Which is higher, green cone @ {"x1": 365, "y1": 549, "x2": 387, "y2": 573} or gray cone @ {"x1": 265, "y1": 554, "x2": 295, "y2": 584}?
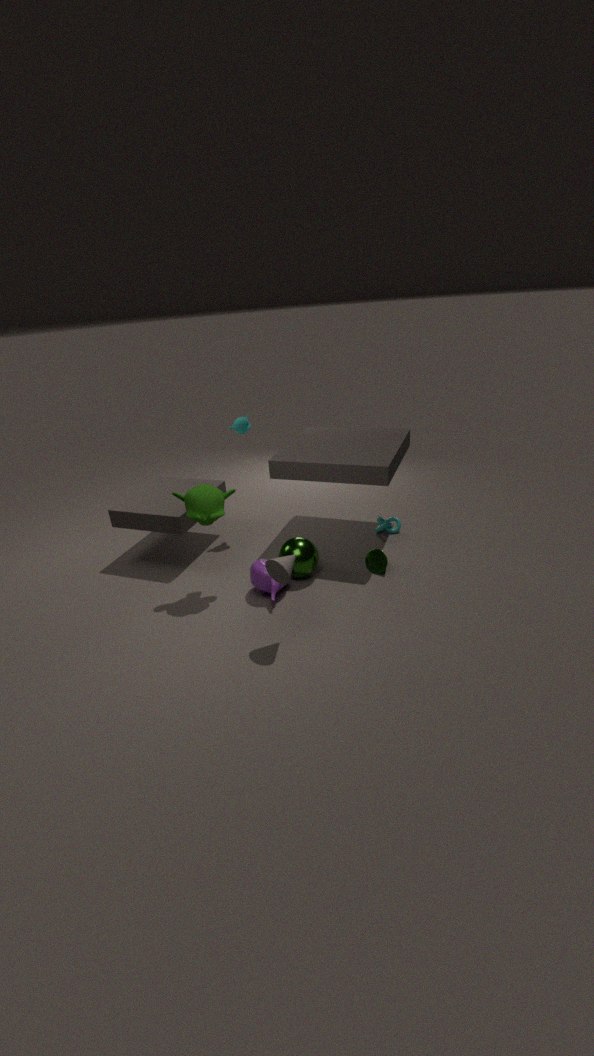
gray cone @ {"x1": 265, "y1": 554, "x2": 295, "y2": 584}
